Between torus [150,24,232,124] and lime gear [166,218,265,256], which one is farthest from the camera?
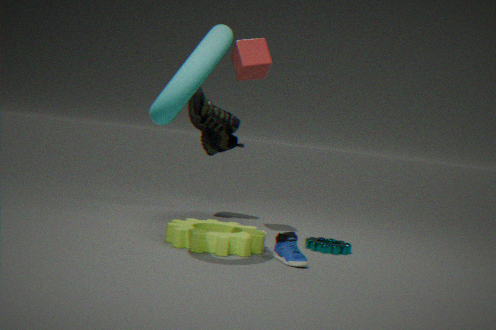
lime gear [166,218,265,256]
